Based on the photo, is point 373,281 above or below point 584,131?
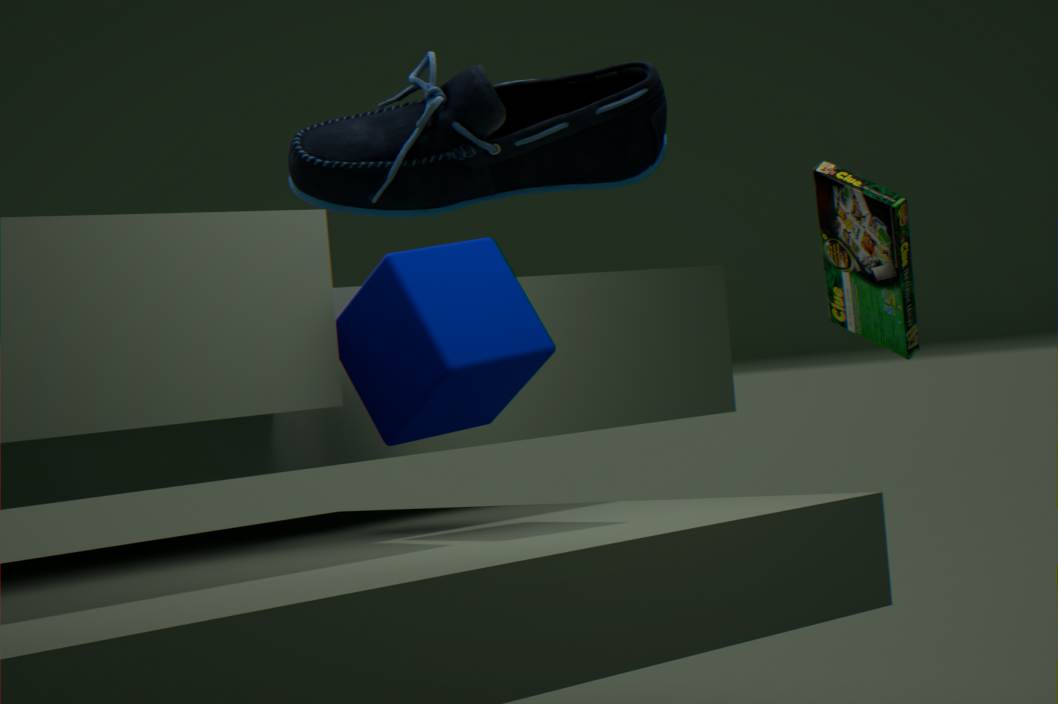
below
